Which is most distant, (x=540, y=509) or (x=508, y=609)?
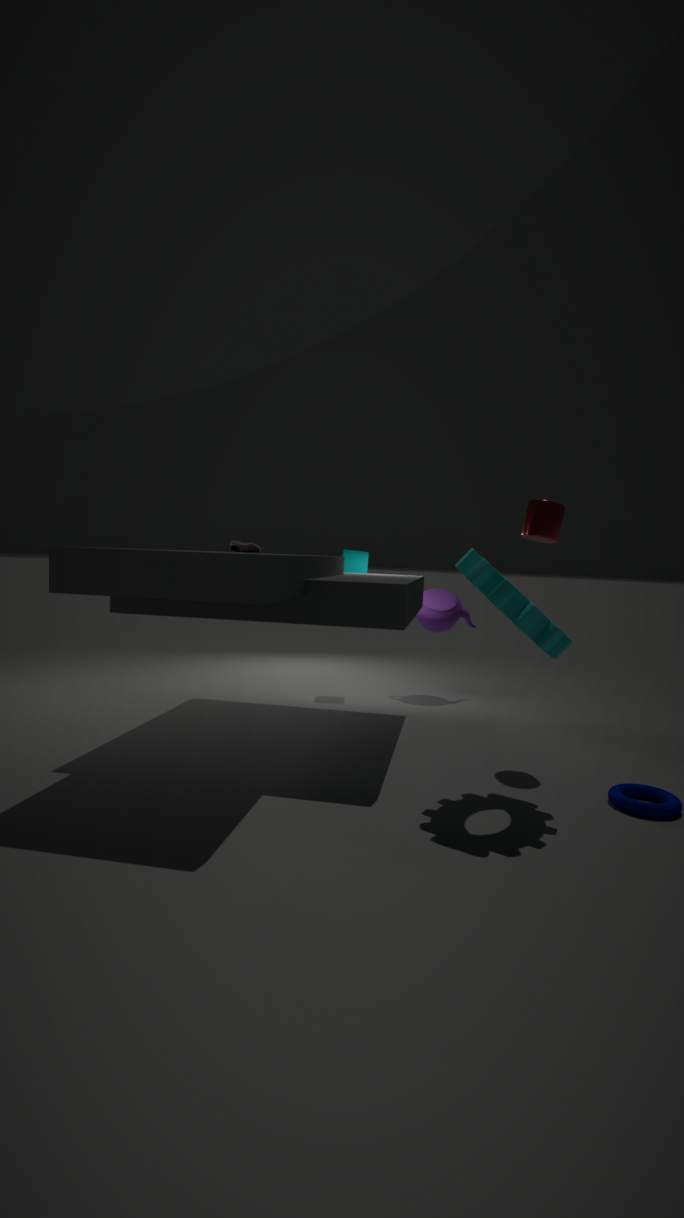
(x=540, y=509)
